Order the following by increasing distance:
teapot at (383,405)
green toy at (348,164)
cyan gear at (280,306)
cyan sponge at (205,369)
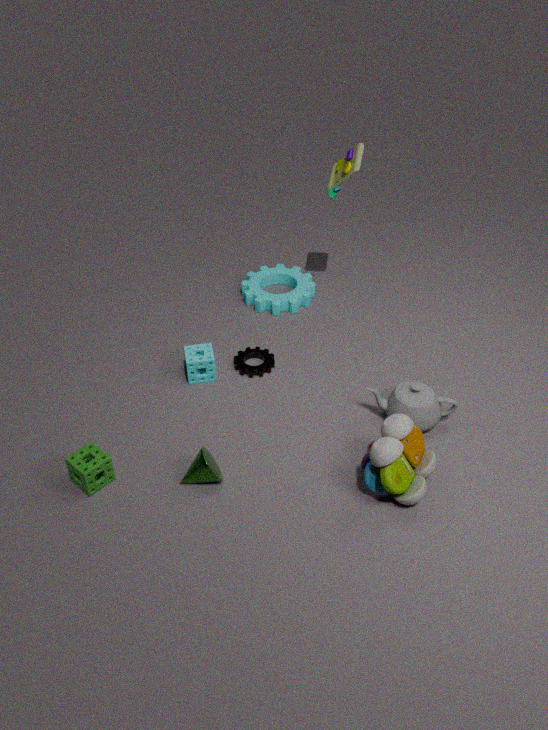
teapot at (383,405)
cyan sponge at (205,369)
green toy at (348,164)
cyan gear at (280,306)
